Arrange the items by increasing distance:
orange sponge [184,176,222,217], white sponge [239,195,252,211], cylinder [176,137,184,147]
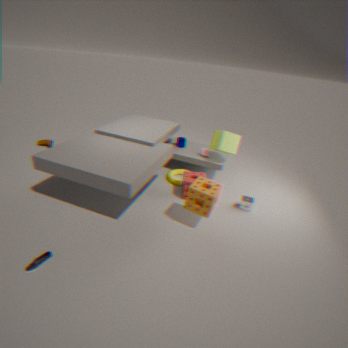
1. orange sponge [184,176,222,217]
2. white sponge [239,195,252,211]
3. cylinder [176,137,184,147]
